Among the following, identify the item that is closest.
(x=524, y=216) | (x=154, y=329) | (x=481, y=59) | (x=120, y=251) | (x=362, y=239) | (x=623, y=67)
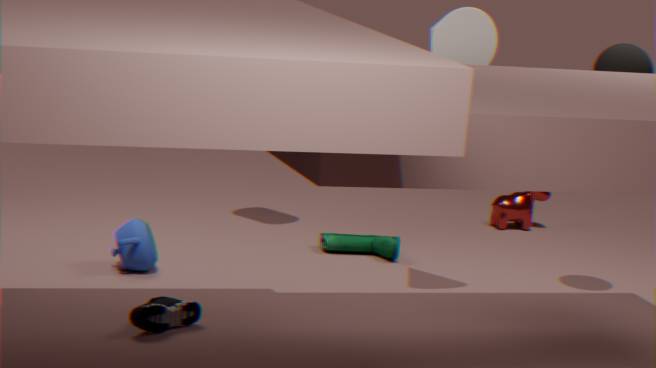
(x=154, y=329)
